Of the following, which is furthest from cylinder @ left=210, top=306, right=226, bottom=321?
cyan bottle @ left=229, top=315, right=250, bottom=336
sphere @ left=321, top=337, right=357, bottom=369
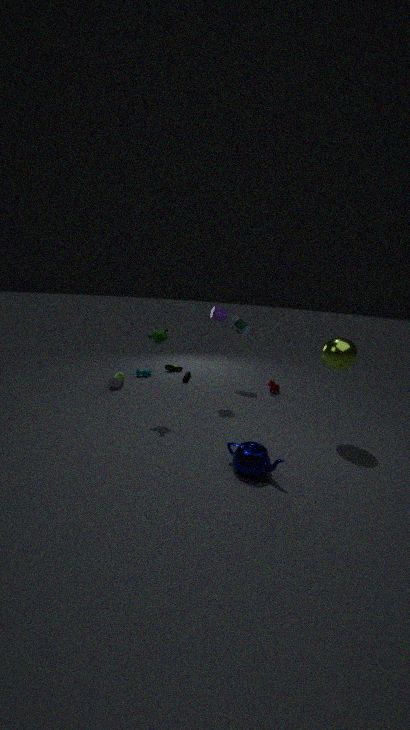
sphere @ left=321, top=337, right=357, bottom=369
